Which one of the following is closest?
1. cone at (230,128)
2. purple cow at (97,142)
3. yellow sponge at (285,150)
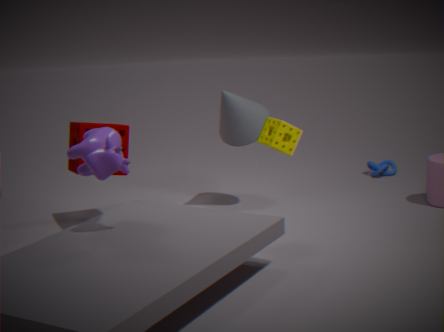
purple cow at (97,142)
